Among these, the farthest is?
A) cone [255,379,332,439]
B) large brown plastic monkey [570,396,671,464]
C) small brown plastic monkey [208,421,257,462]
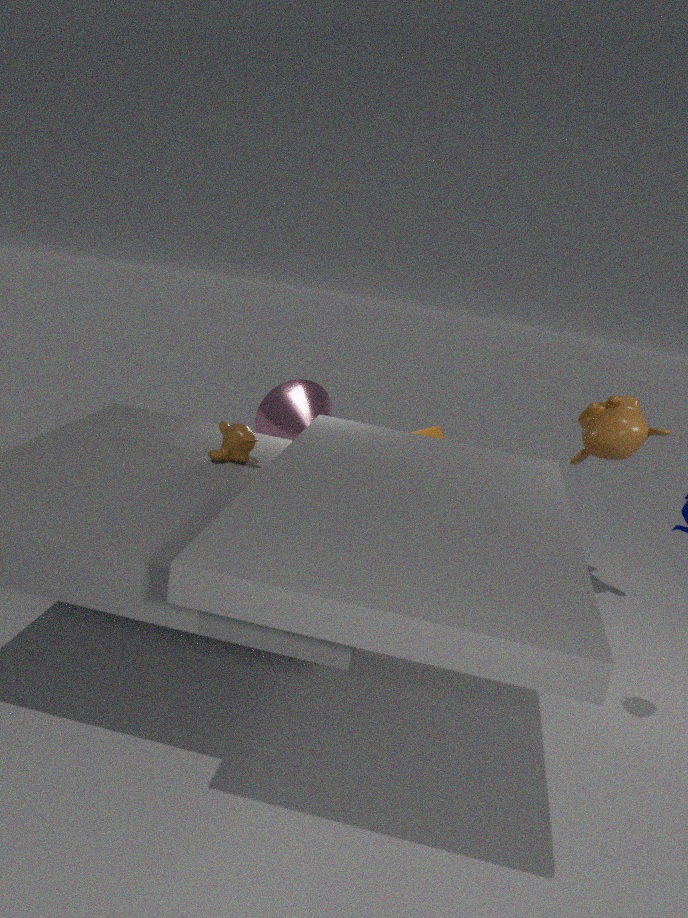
cone [255,379,332,439]
